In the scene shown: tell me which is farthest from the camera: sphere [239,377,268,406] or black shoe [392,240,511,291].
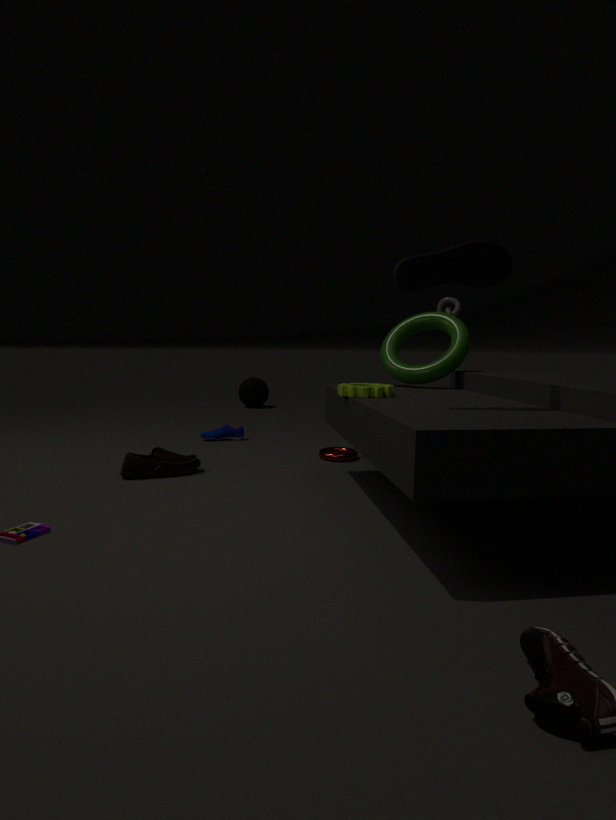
sphere [239,377,268,406]
